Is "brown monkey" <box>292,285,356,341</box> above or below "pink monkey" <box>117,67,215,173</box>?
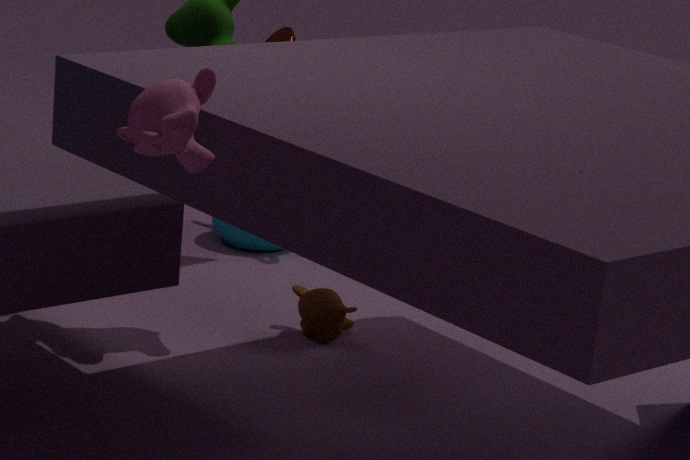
below
